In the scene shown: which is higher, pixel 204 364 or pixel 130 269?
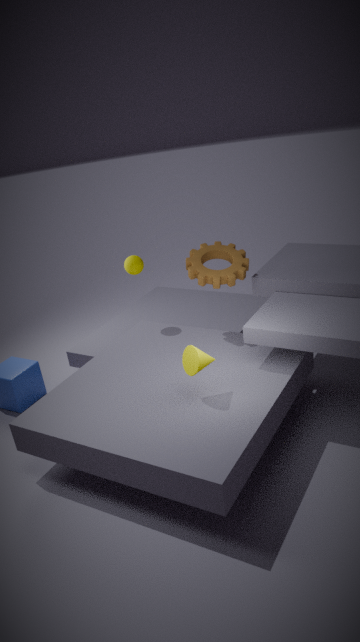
pixel 130 269
